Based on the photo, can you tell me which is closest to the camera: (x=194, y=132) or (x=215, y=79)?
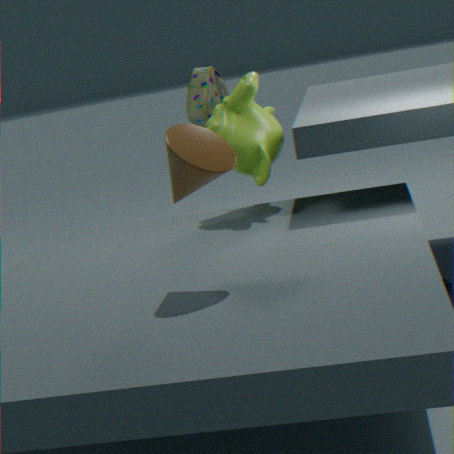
(x=194, y=132)
